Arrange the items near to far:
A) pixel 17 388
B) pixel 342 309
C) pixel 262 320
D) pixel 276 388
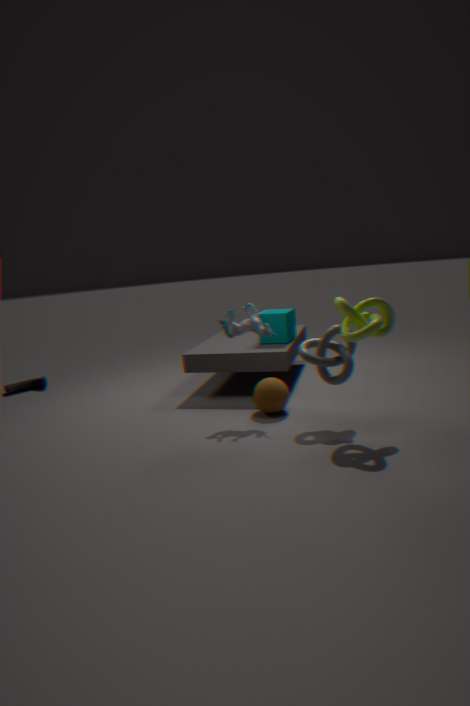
pixel 342 309 → pixel 276 388 → pixel 262 320 → pixel 17 388
